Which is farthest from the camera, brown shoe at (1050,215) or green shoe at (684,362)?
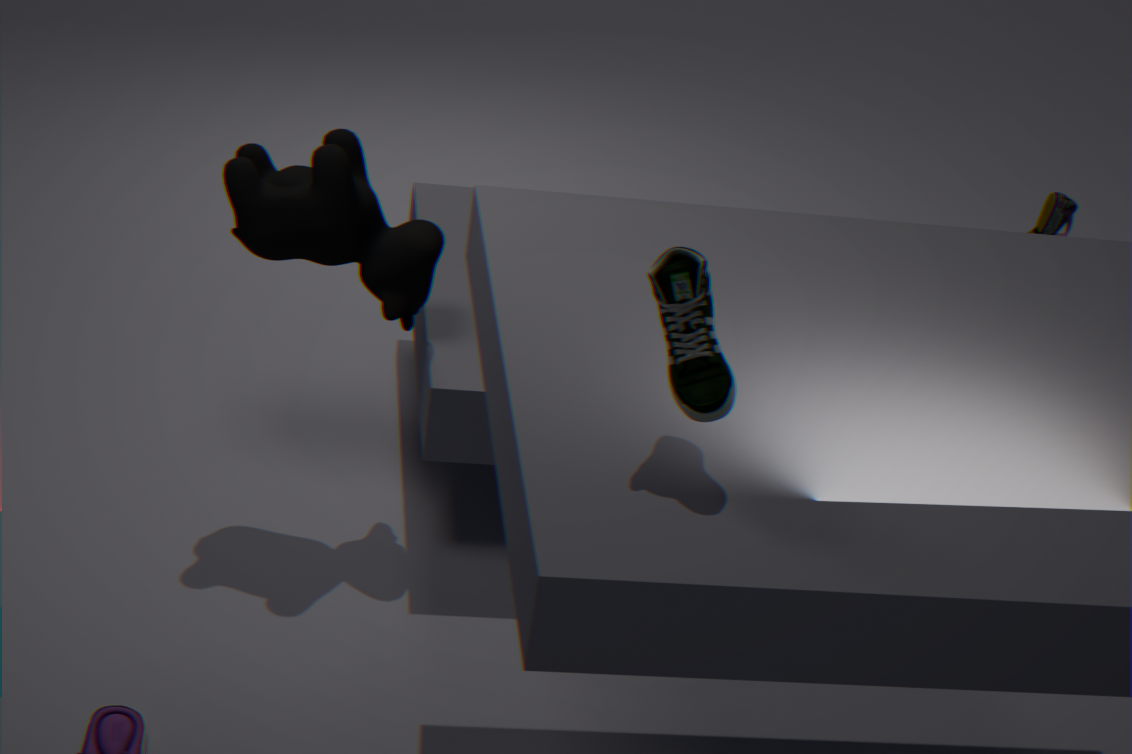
brown shoe at (1050,215)
